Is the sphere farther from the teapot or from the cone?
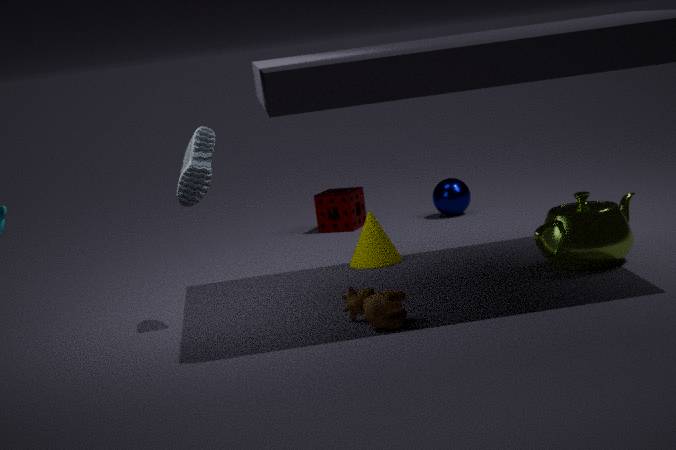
the teapot
